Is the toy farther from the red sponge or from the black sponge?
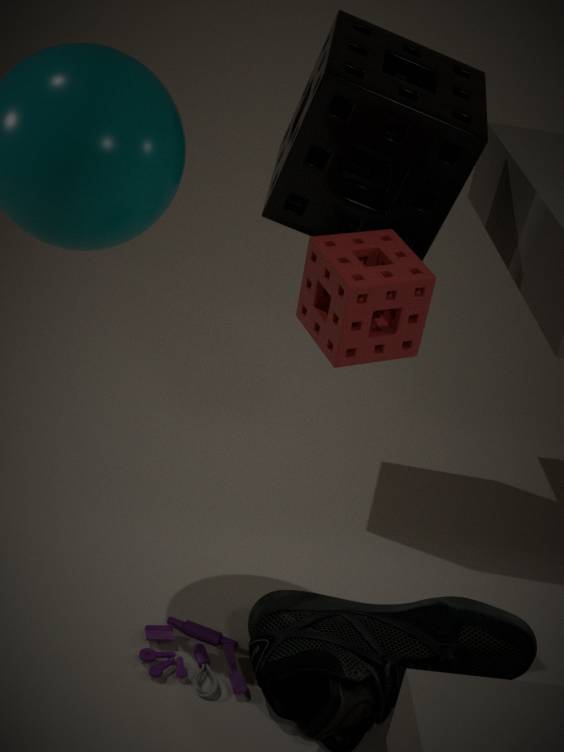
the black sponge
